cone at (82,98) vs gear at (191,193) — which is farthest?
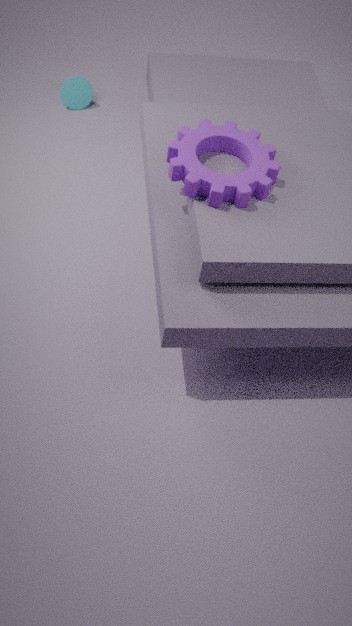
cone at (82,98)
